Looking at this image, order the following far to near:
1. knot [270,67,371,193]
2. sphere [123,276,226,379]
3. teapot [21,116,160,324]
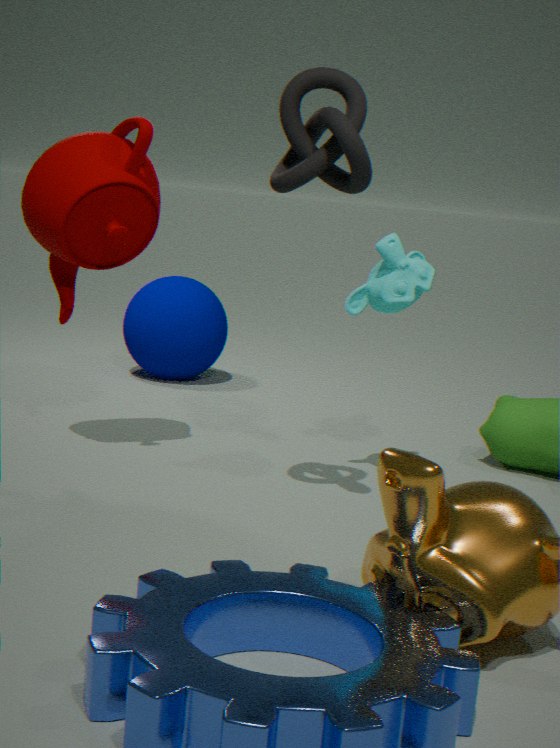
sphere [123,276,226,379] → teapot [21,116,160,324] → knot [270,67,371,193]
